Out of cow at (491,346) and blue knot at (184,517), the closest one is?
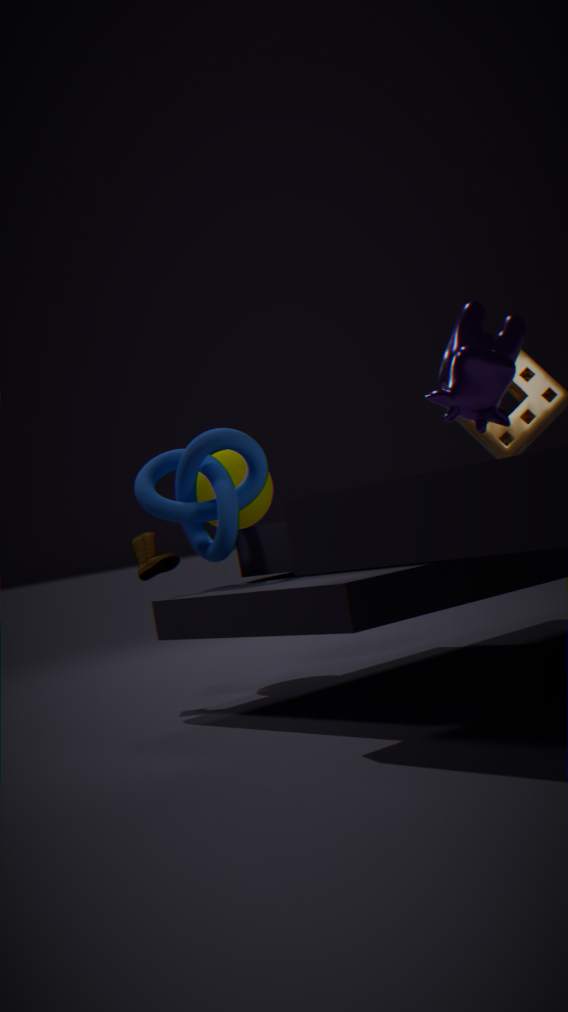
cow at (491,346)
